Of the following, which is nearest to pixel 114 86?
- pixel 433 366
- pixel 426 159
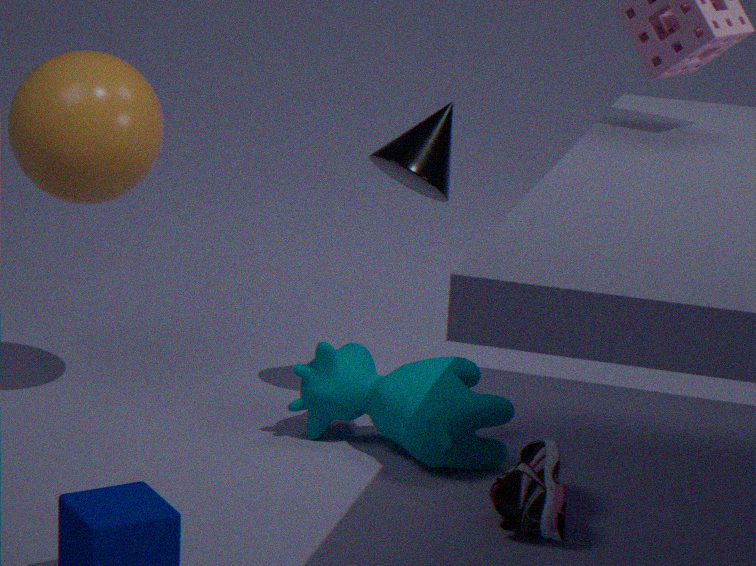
pixel 426 159
